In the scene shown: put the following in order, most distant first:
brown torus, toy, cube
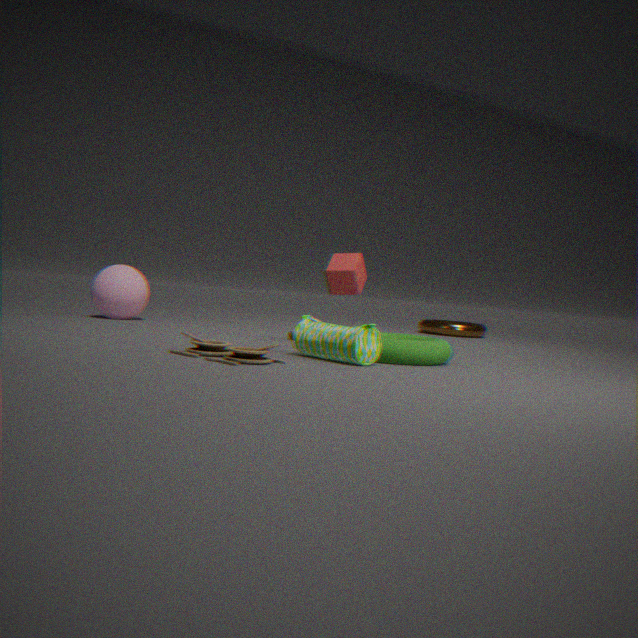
1. brown torus
2. cube
3. toy
